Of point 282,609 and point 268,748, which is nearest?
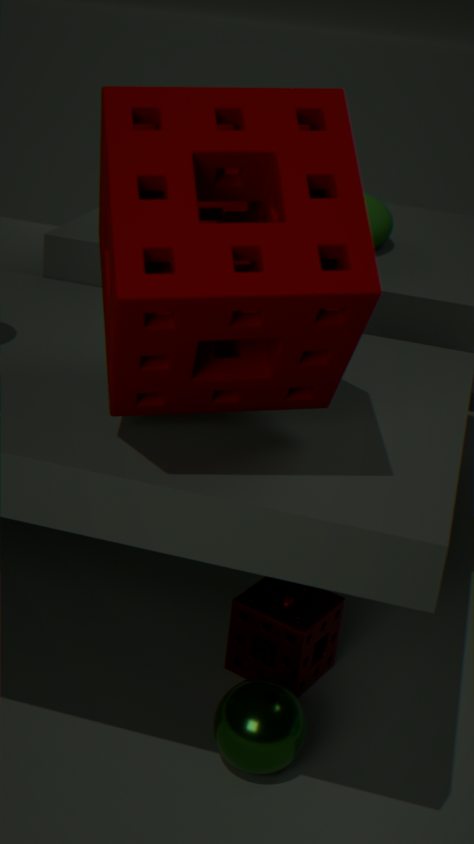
point 268,748
